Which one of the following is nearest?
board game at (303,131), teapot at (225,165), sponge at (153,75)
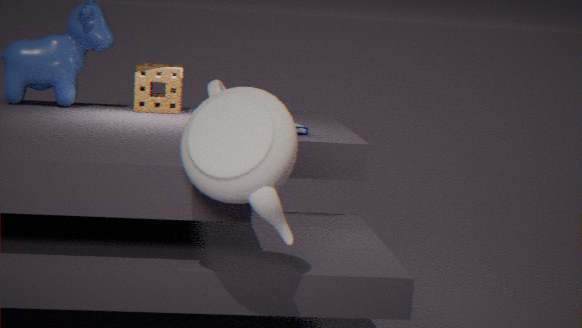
teapot at (225,165)
